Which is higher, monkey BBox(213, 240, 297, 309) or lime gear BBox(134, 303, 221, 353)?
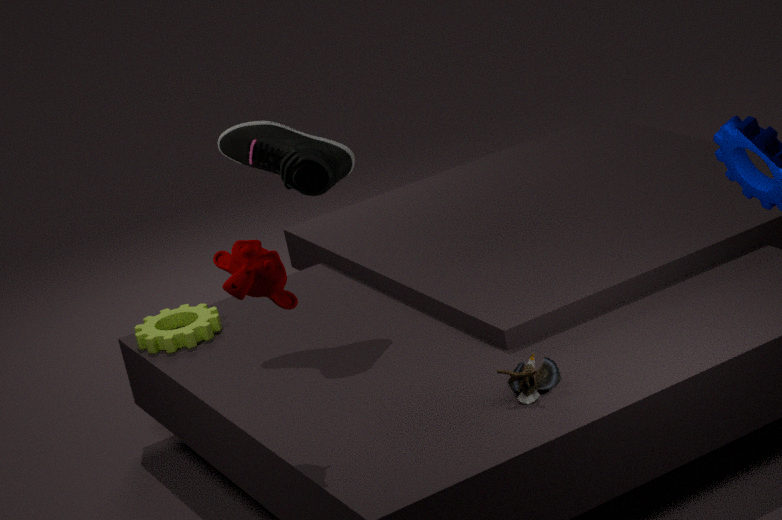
monkey BBox(213, 240, 297, 309)
